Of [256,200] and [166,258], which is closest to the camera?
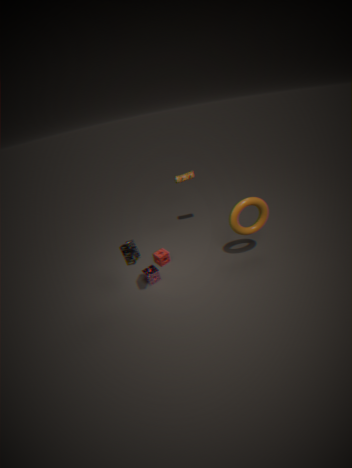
[256,200]
